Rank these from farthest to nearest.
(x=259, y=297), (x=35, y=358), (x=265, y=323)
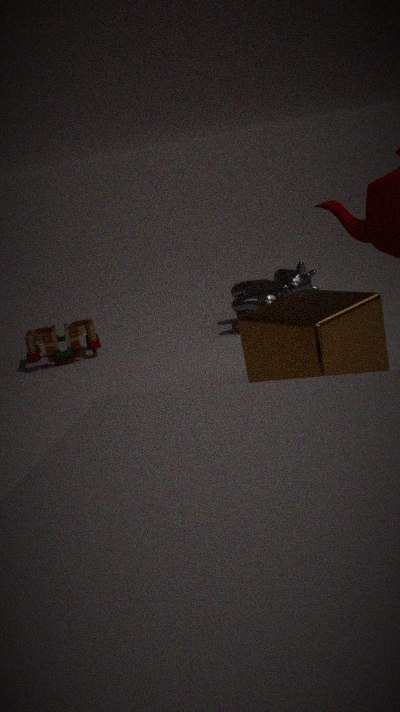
1. (x=35, y=358)
2. (x=259, y=297)
3. (x=265, y=323)
